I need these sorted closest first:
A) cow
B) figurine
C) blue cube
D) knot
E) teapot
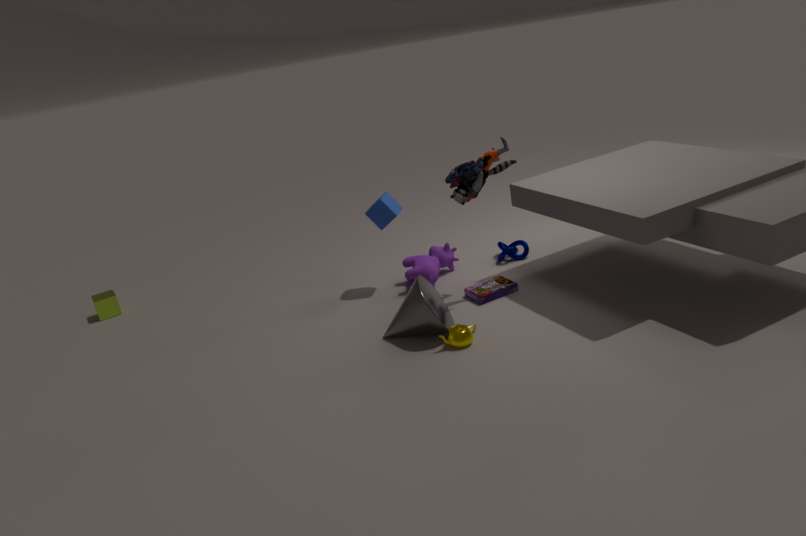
teapot
figurine
blue cube
cow
knot
